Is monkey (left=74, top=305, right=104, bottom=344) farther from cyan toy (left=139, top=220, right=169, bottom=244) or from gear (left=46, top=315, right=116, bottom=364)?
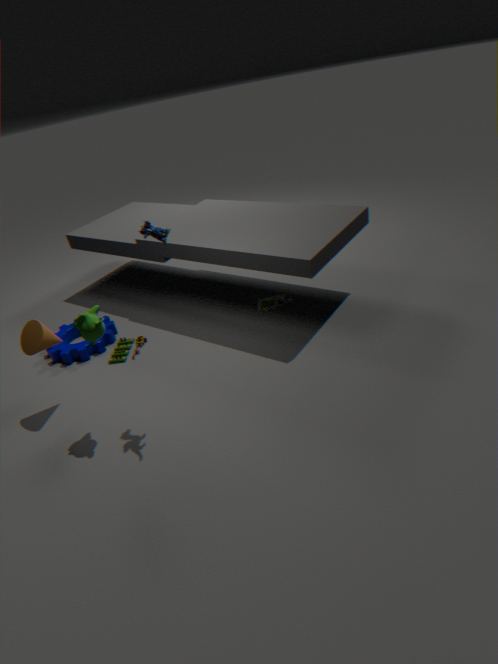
gear (left=46, top=315, right=116, bottom=364)
